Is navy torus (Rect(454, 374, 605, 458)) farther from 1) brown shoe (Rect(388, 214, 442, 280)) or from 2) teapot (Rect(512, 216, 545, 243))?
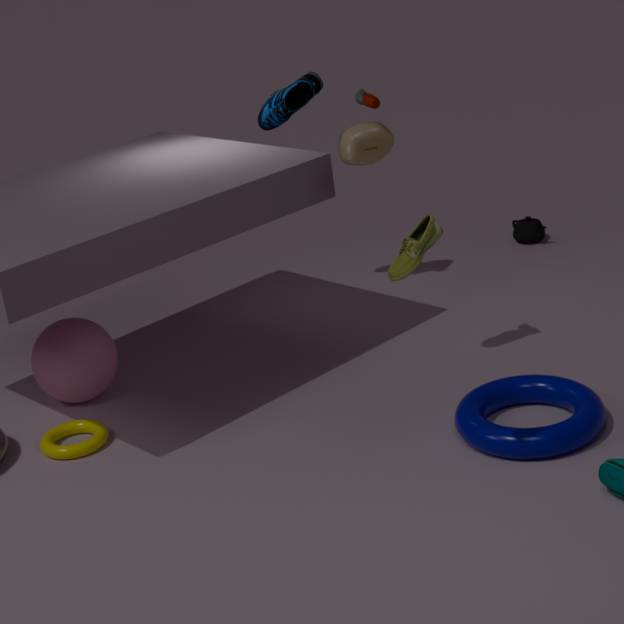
2) teapot (Rect(512, 216, 545, 243))
